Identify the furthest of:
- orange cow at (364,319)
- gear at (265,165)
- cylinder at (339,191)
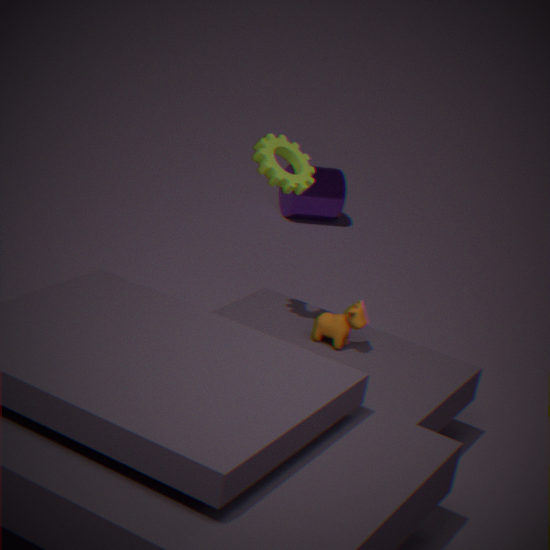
cylinder at (339,191)
